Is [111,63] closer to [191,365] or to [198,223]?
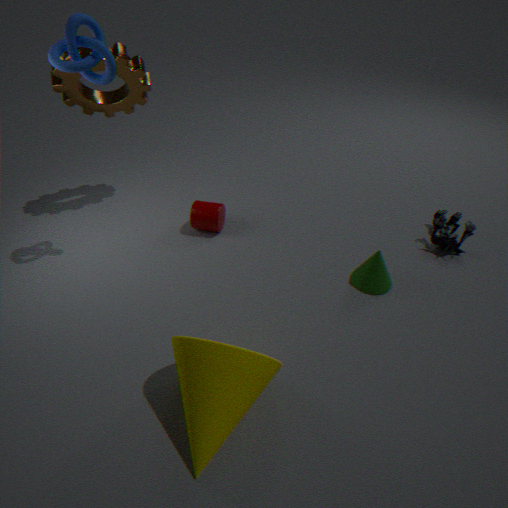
[198,223]
